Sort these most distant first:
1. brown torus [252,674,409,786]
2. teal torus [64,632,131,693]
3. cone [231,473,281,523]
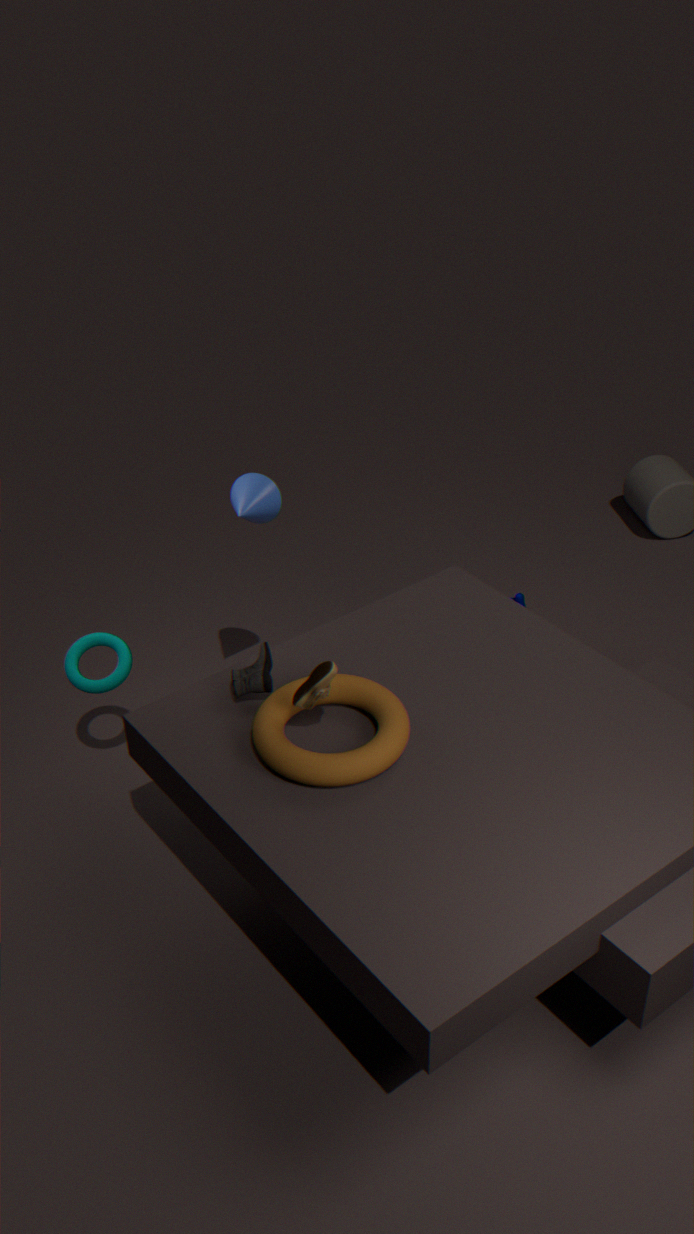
teal torus [64,632,131,693]
cone [231,473,281,523]
brown torus [252,674,409,786]
